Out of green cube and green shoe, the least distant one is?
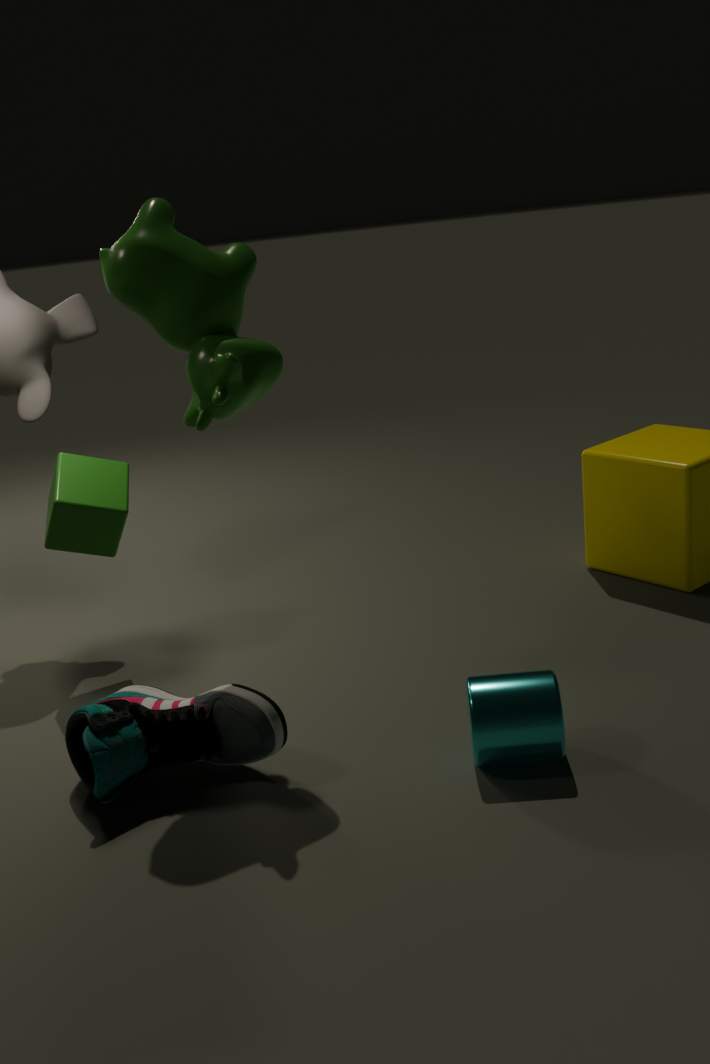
green shoe
